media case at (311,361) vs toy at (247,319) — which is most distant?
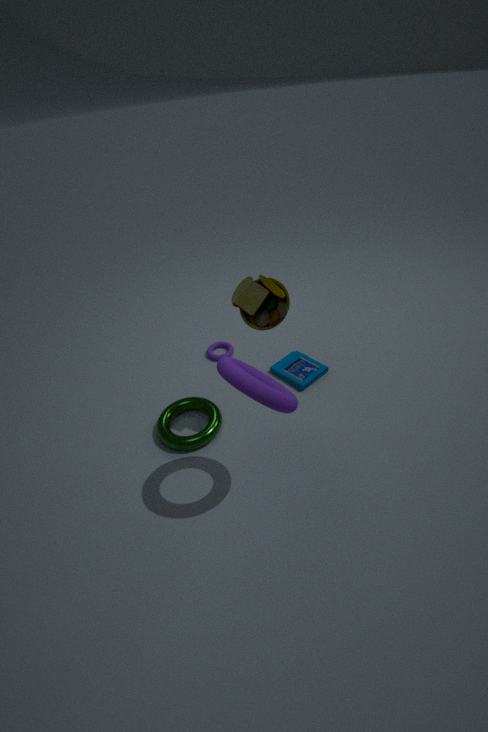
media case at (311,361)
